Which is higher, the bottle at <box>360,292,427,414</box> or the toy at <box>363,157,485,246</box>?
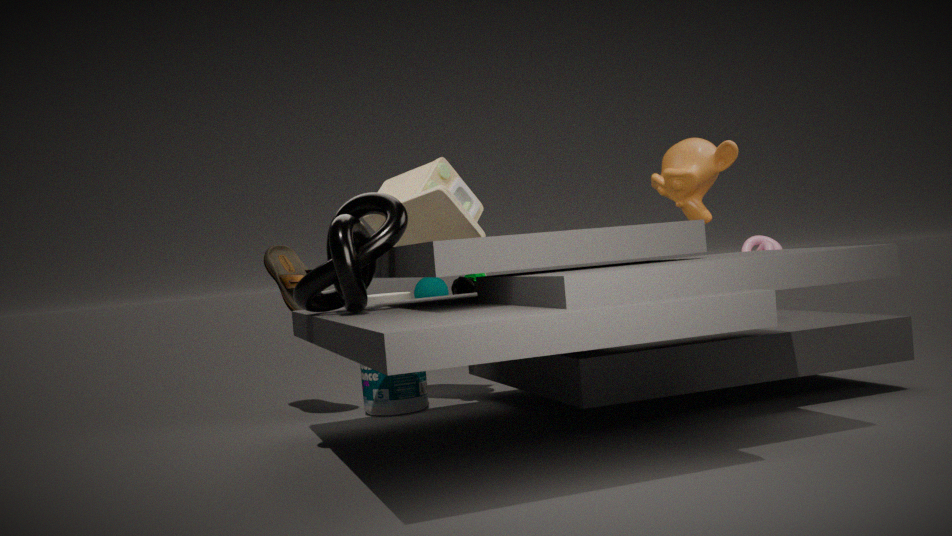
the toy at <box>363,157,485,246</box>
